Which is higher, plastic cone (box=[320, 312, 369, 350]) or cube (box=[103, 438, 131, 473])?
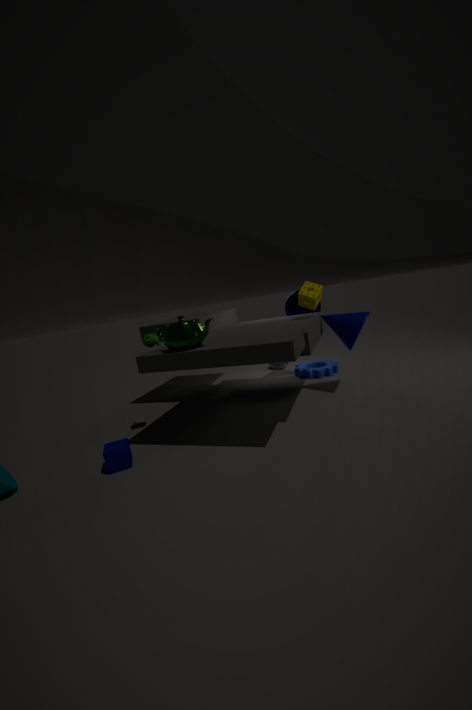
plastic cone (box=[320, 312, 369, 350])
